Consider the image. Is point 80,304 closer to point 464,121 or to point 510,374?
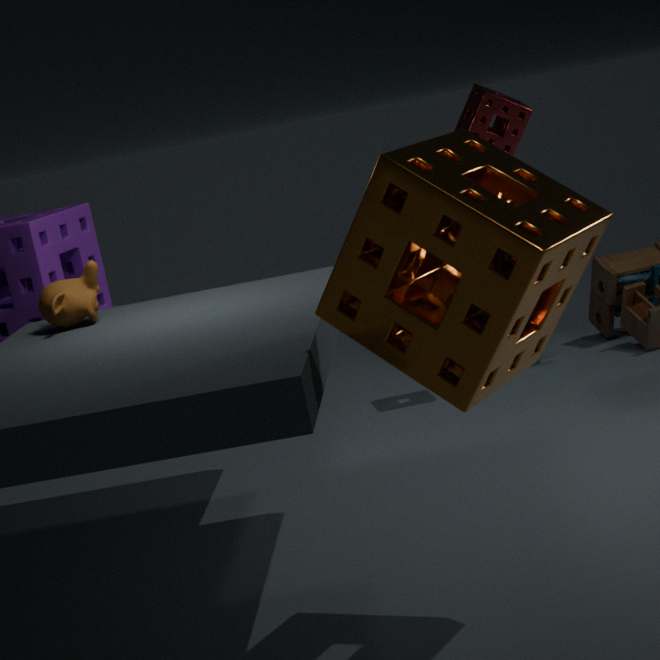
point 510,374
